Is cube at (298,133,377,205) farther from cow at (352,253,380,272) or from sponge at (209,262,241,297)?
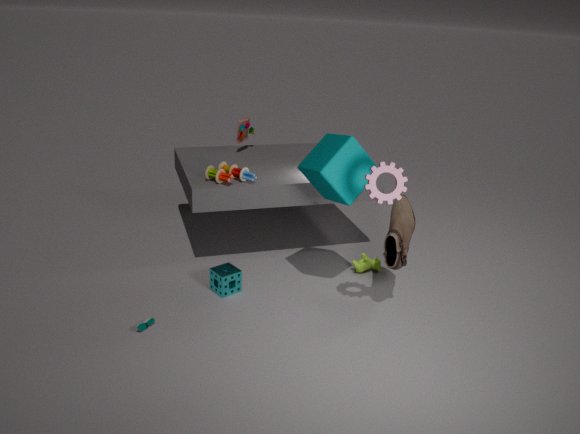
sponge at (209,262,241,297)
